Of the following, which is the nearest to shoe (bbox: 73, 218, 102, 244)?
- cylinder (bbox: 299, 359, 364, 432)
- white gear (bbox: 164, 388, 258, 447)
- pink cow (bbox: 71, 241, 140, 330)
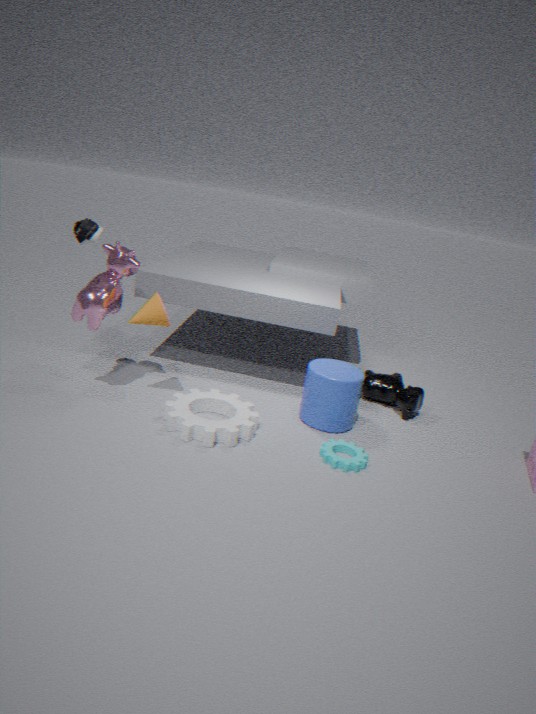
pink cow (bbox: 71, 241, 140, 330)
